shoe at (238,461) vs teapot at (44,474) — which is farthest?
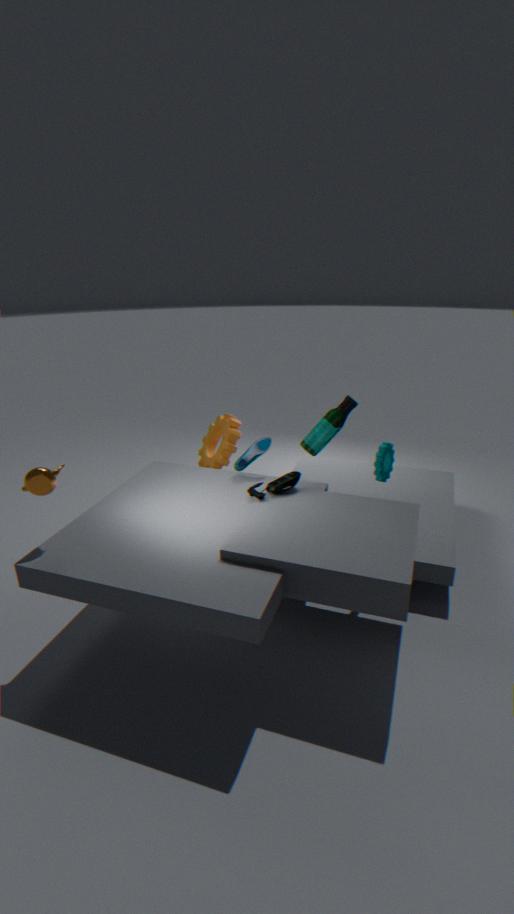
shoe at (238,461)
